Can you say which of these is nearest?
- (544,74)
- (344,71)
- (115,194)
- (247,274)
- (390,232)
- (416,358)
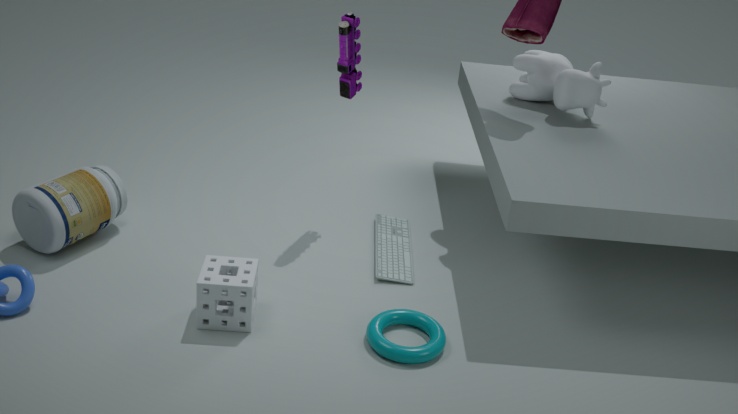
(416,358)
